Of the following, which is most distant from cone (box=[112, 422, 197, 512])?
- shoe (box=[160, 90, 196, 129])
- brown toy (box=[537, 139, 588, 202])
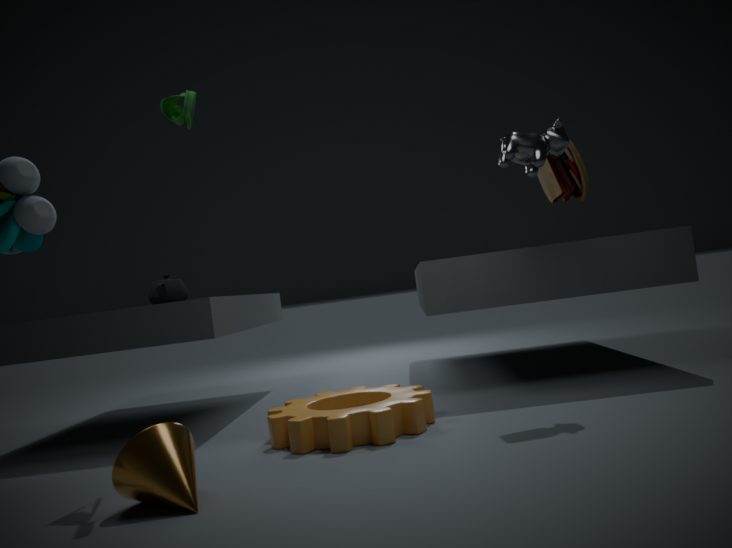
brown toy (box=[537, 139, 588, 202])
